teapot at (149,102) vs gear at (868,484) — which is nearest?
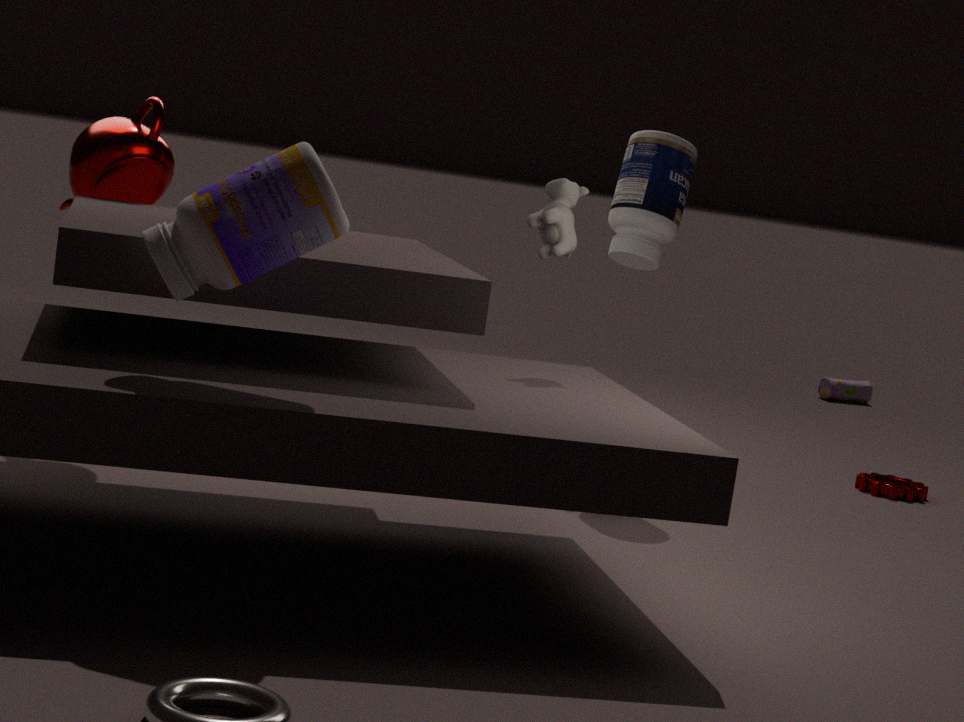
teapot at (149,102)
